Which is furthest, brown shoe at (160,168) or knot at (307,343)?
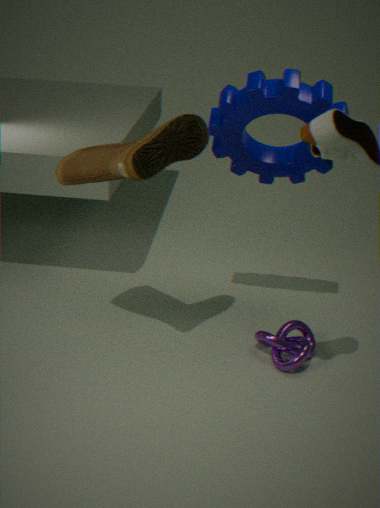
knot at (307,343)
